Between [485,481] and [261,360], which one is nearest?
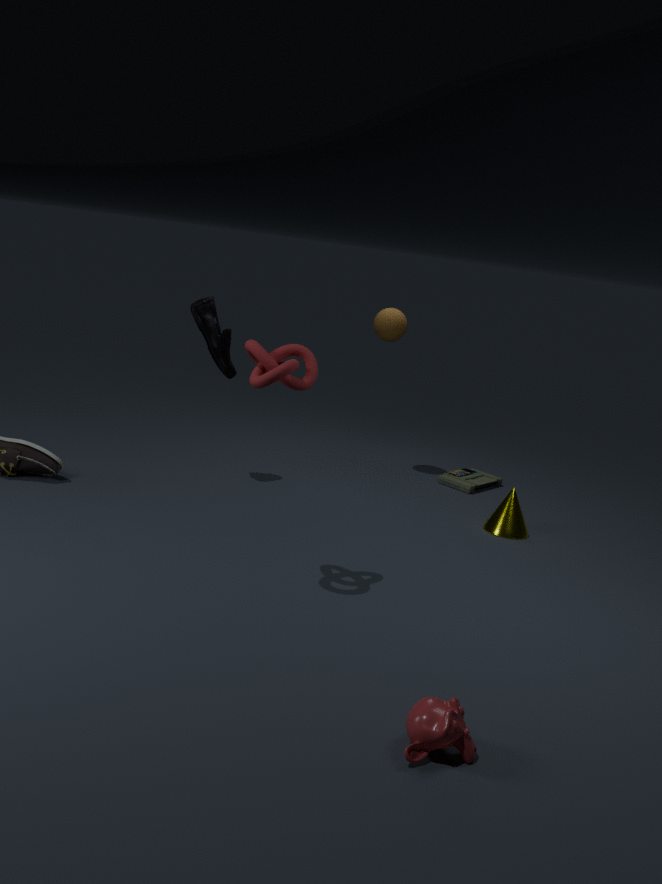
[261,360]
